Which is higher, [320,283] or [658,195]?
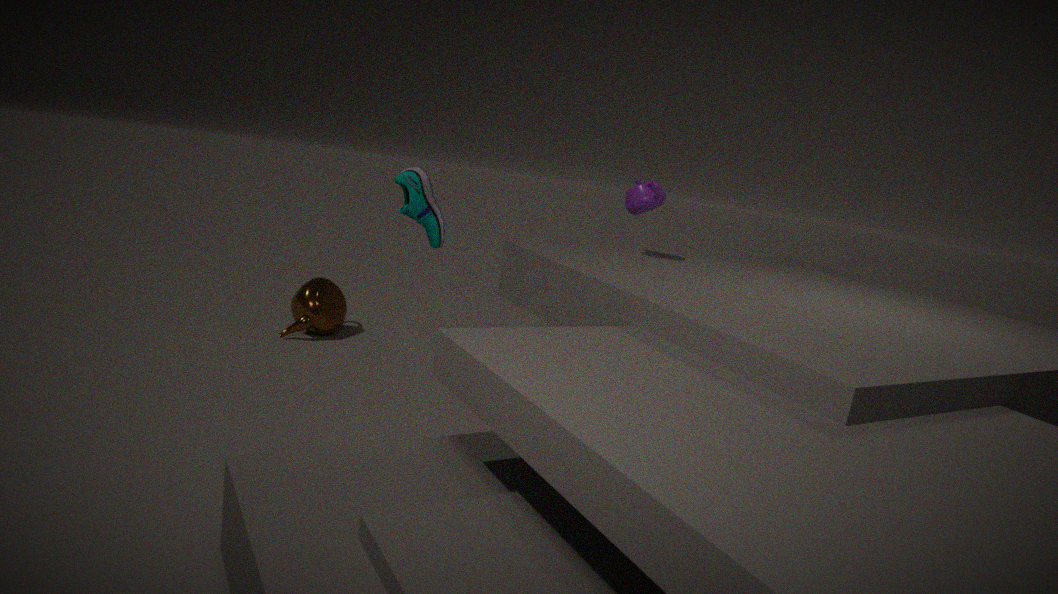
[658,195]
